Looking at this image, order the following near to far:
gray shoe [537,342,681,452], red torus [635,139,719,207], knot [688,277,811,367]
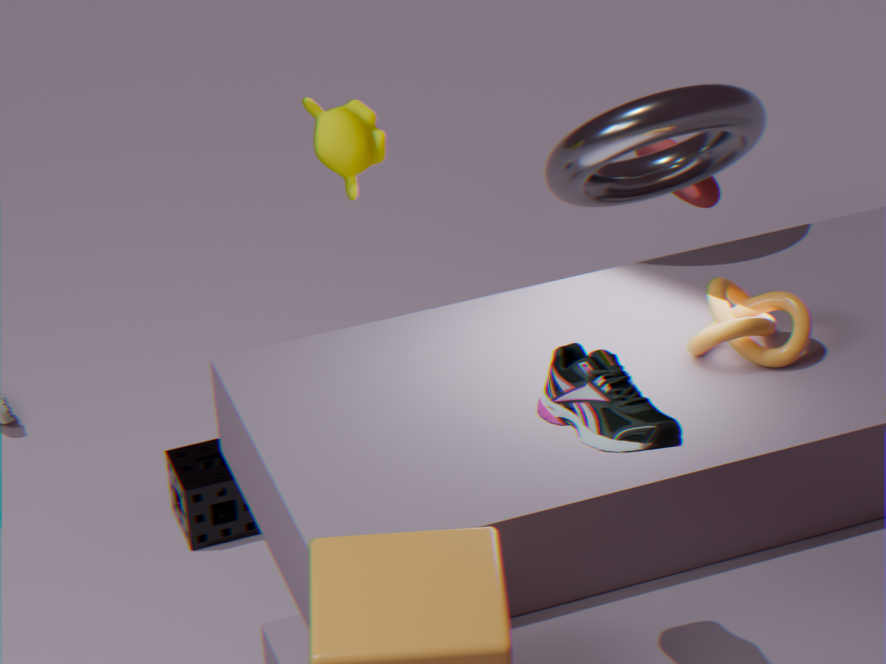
1. gray shoe [537,342,681,452]
2. knot [688,277,811,367]
3. red torus [635,139,719,207]
